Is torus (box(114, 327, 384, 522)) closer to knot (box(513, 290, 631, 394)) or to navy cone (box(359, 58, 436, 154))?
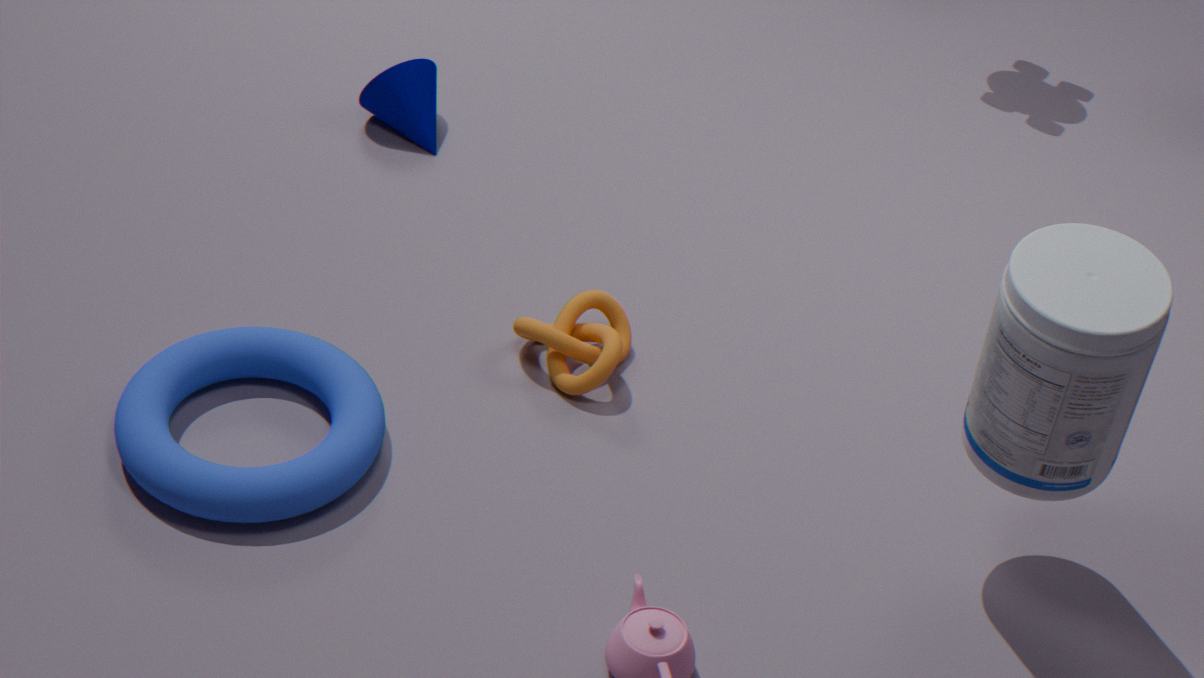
knot (box(513, 290, 631, 394))
